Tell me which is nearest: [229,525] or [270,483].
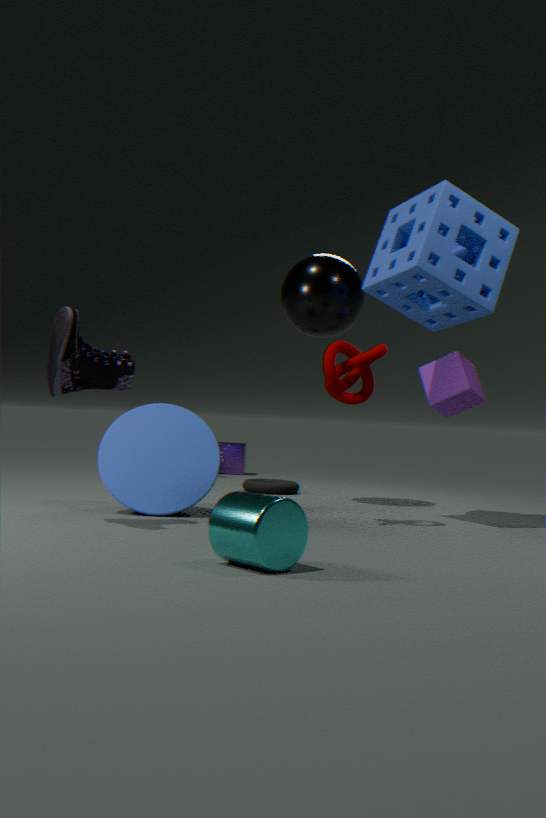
[229,525]
